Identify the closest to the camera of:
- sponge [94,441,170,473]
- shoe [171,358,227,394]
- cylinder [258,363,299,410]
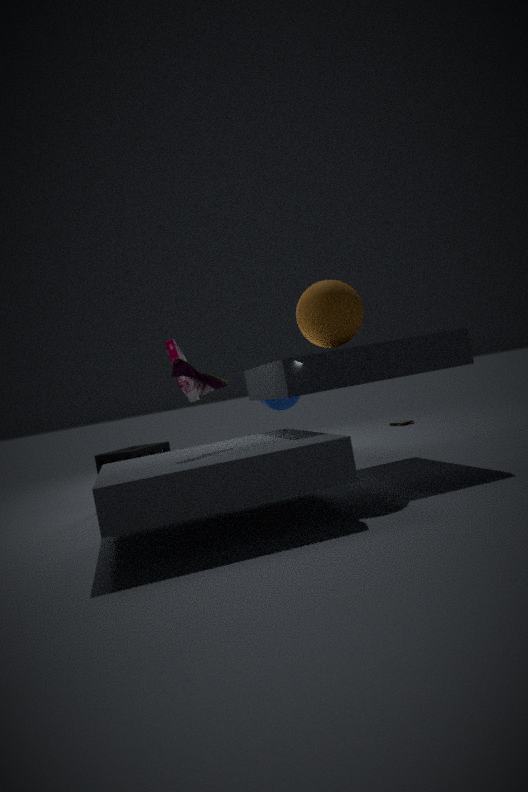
shoe [171,358,227,394]
